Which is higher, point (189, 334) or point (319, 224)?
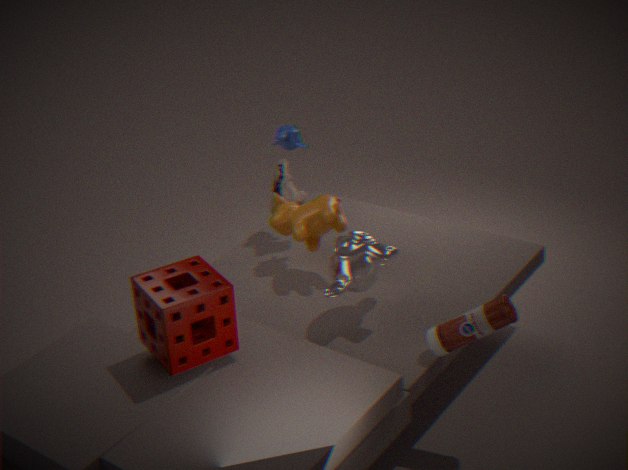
point (189, 334)
